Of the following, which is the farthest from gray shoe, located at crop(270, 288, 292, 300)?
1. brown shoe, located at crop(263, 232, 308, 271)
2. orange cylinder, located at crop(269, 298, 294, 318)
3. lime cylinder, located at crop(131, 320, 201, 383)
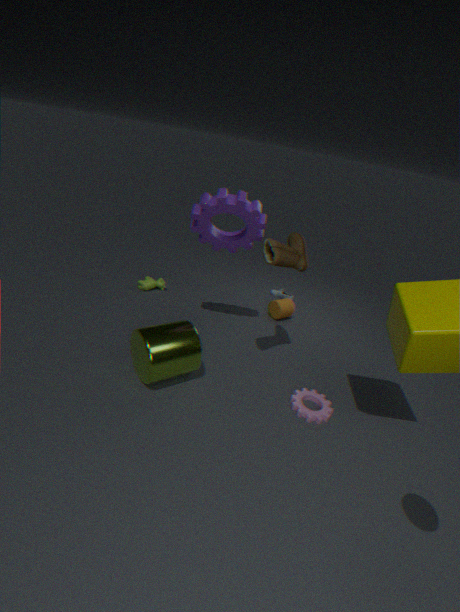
lime cylinder, located at crop(131, 320, 201, 383)
